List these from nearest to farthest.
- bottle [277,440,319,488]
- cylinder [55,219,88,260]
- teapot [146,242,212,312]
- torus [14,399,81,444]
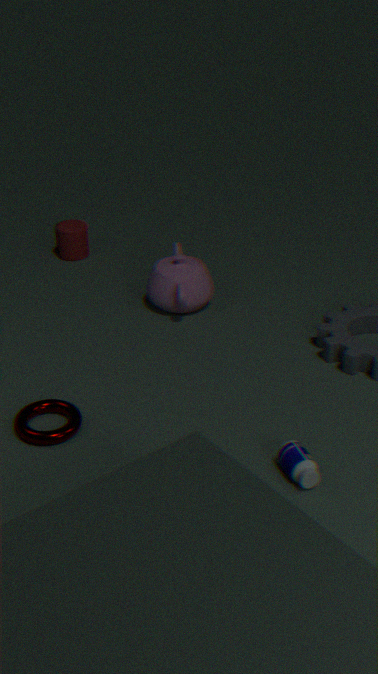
bottle [277,440,319,488], torus [14,399,81,444], teapot [146,242,212,312], cylinder [55,219,88,260]
